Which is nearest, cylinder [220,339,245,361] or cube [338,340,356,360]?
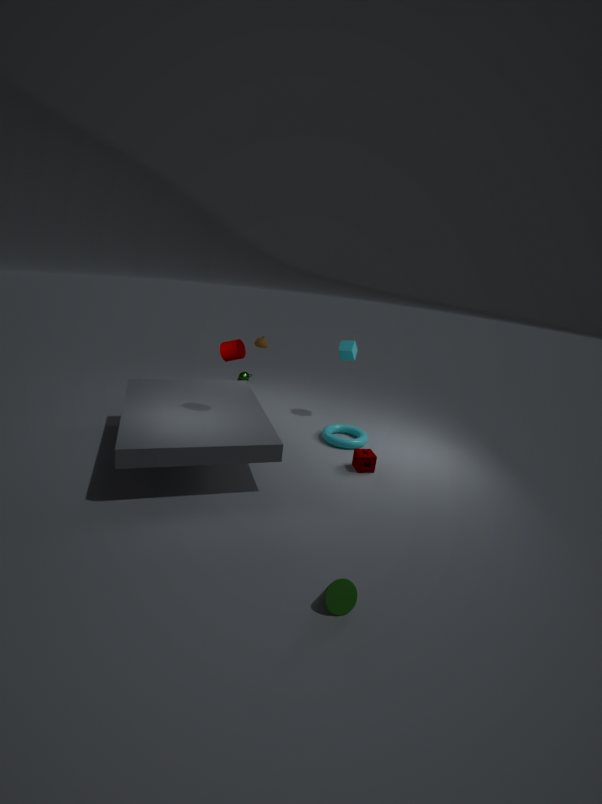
cylinder [220,339,245,361]
